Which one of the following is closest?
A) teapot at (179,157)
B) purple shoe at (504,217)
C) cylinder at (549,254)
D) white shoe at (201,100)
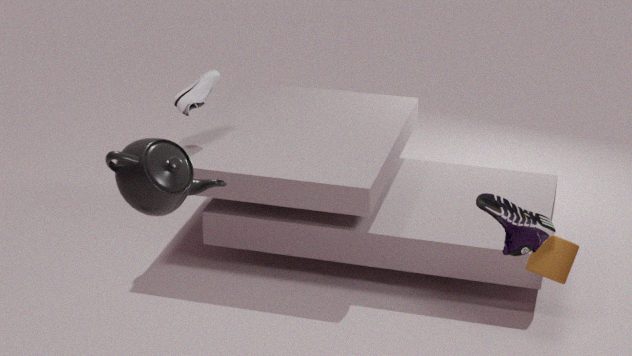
teapot at (179,157)
